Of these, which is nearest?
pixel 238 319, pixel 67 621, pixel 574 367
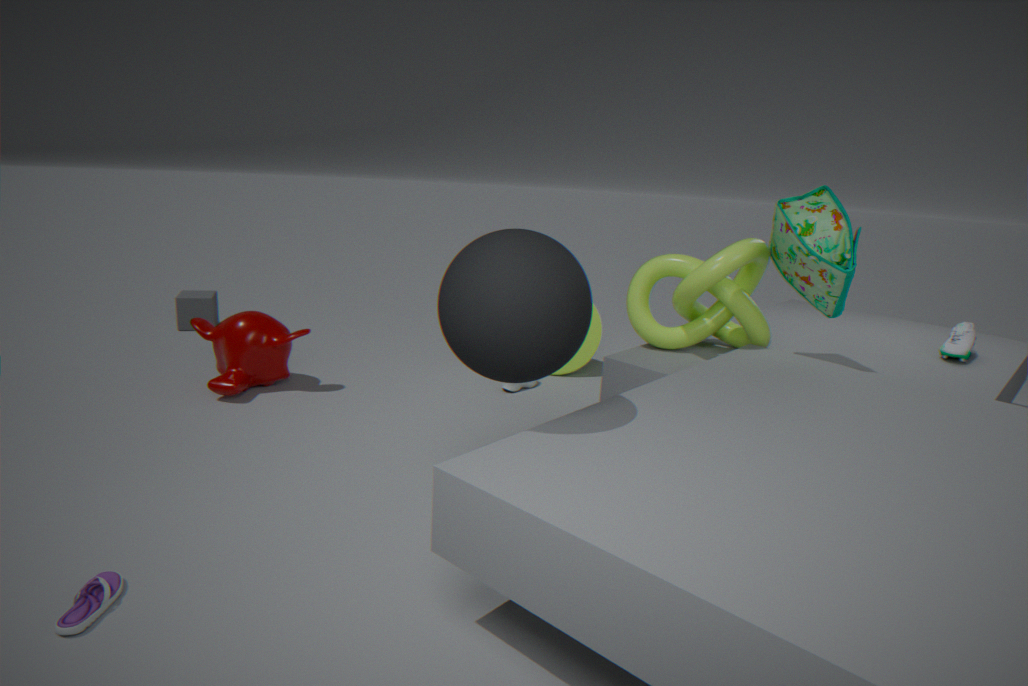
pixel 67 621
